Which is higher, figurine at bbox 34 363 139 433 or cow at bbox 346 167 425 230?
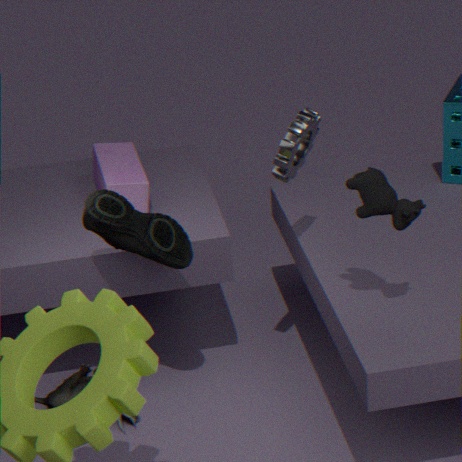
cow at bbox 346 167 425 230
